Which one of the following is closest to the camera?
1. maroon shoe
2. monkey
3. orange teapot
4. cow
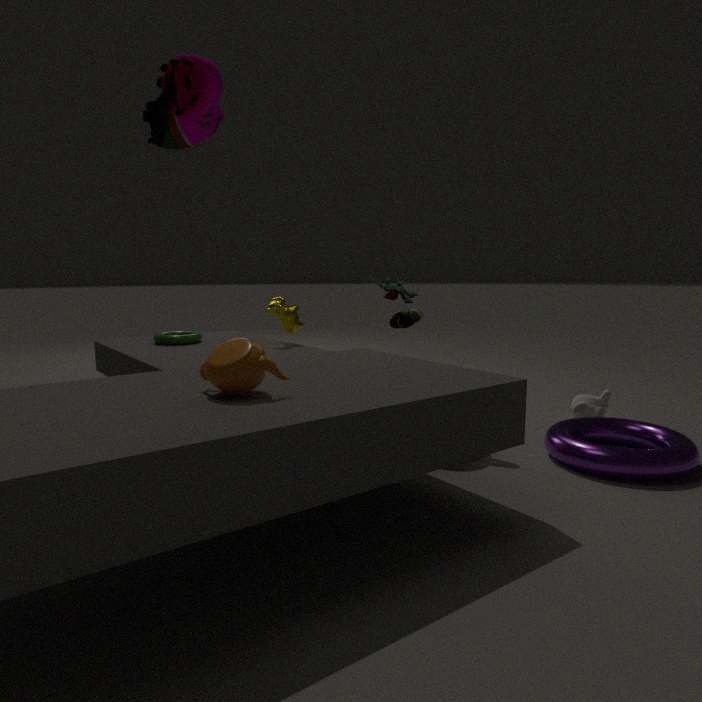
maroon shoe
